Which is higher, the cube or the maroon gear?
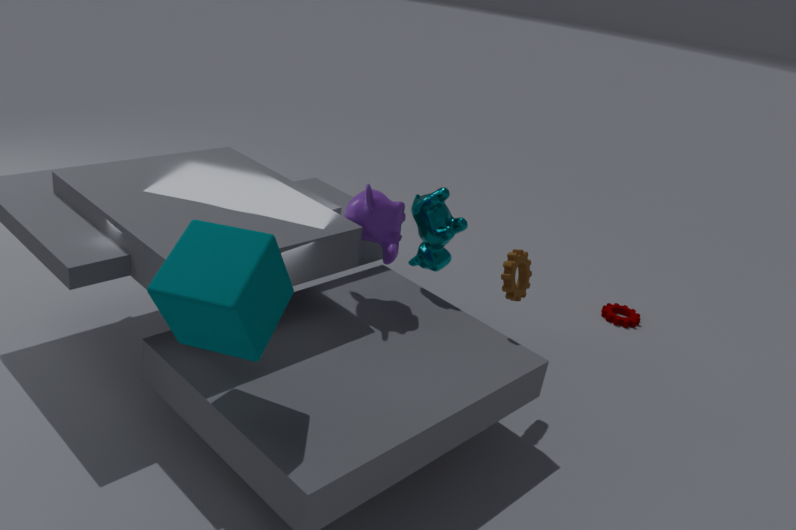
the cube
